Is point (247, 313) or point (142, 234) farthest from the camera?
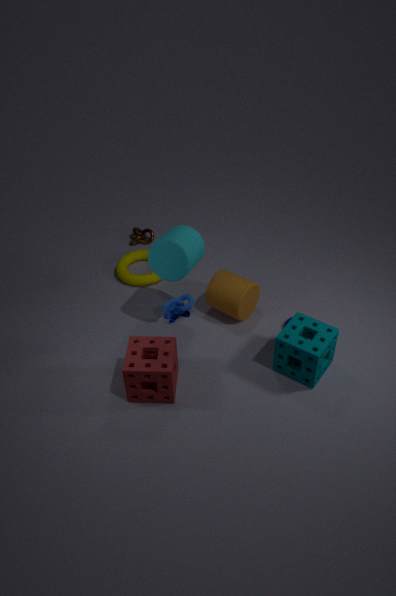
point (142, 234)
